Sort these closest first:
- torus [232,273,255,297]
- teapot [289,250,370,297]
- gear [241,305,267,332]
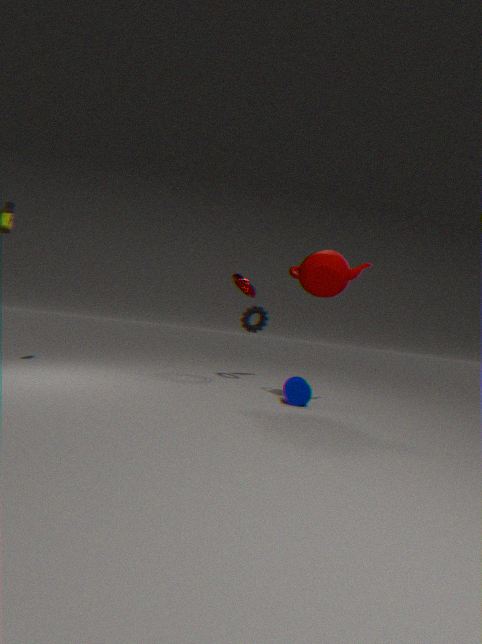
1. teapot [289,250,370,297]
2. torus [232,273,255,297]
3. gear [241,305,267,332]
